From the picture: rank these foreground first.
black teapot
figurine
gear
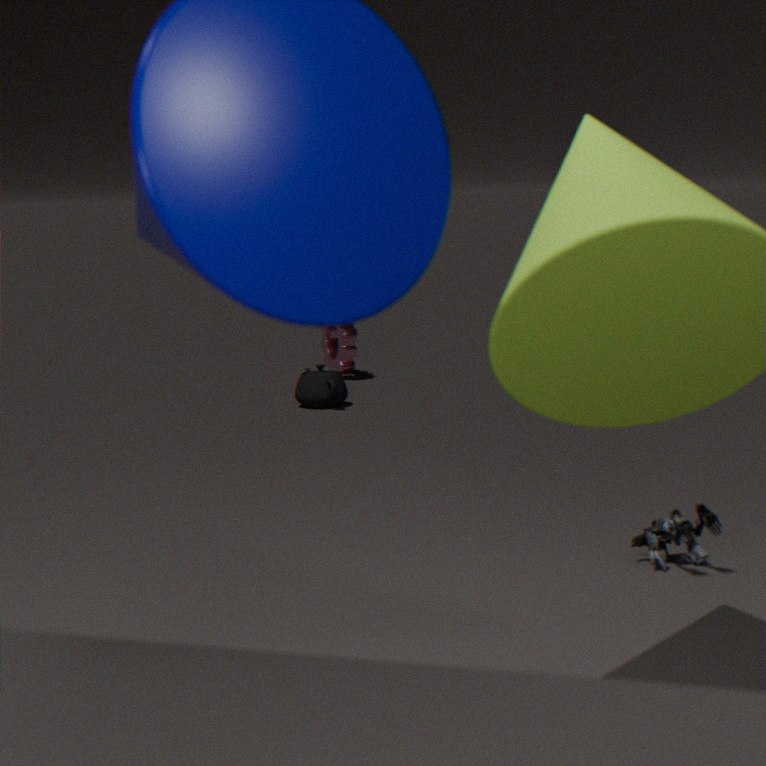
1. figurine
2. black teapot
3. gear
